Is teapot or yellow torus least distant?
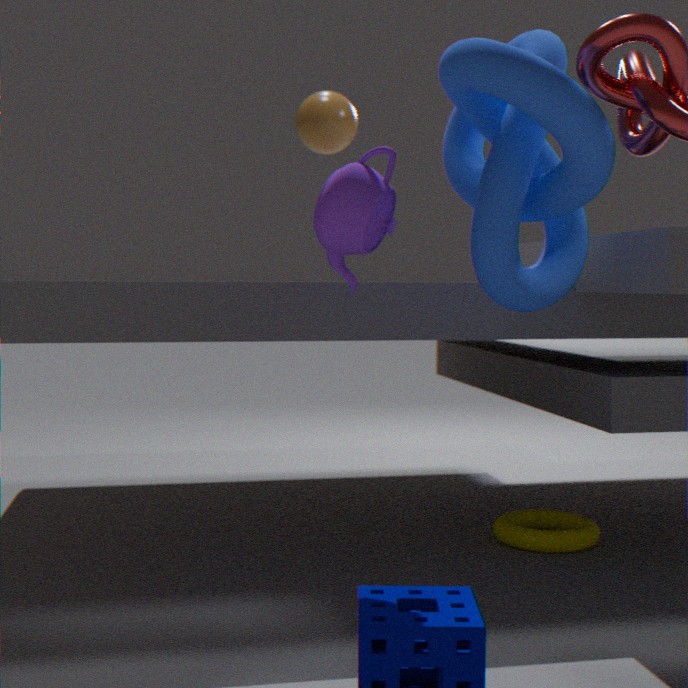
teapot
